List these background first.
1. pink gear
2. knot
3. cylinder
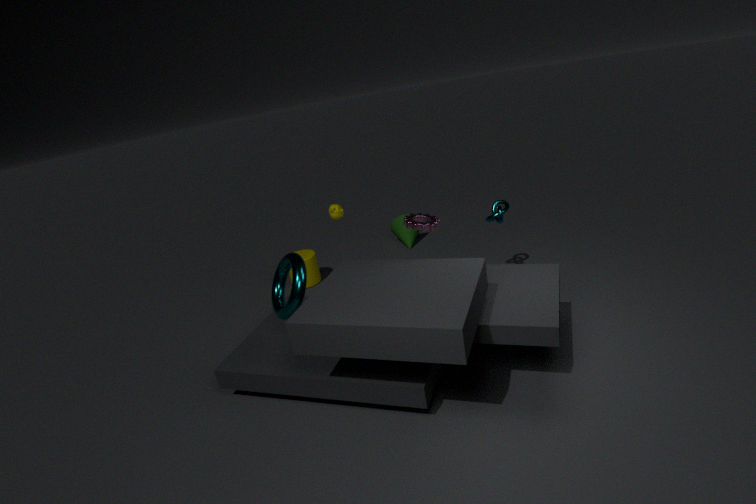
cylinder, knot, pink gear
